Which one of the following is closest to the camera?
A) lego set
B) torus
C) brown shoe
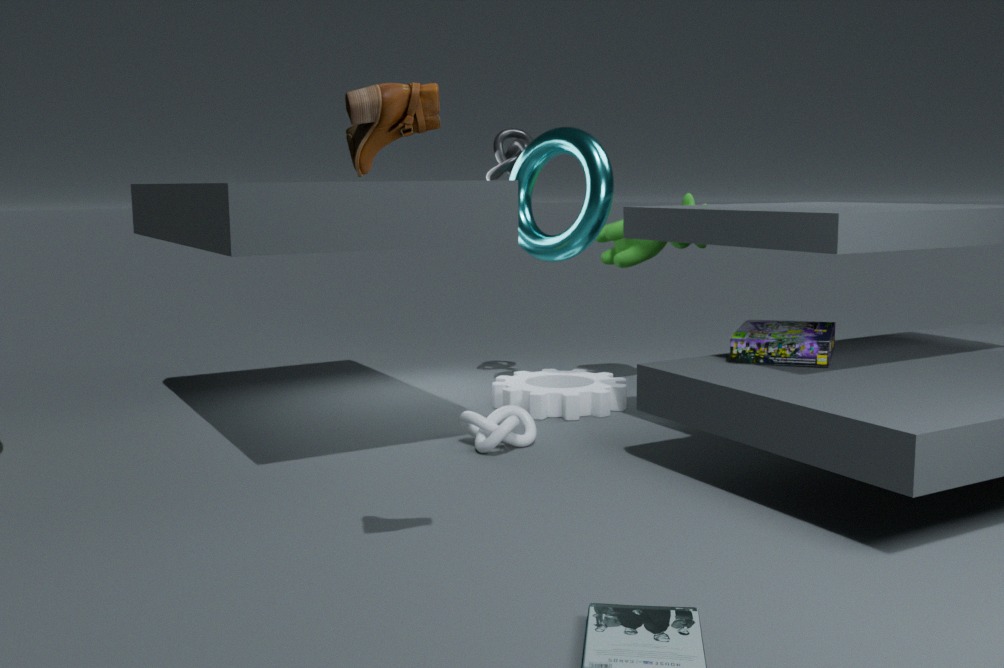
brown shoe
